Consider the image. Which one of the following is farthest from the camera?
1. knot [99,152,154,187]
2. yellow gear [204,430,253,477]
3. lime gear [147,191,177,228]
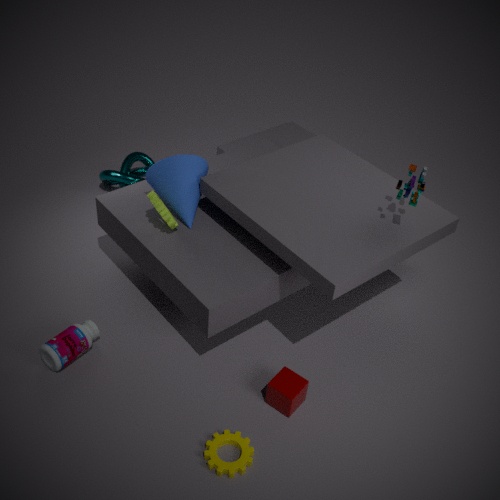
knot [99,152,154,187]
